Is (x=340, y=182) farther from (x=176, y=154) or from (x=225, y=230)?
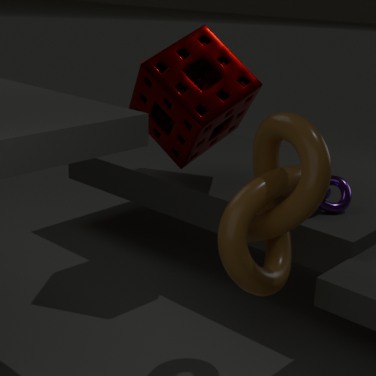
(x=225, y=230)
